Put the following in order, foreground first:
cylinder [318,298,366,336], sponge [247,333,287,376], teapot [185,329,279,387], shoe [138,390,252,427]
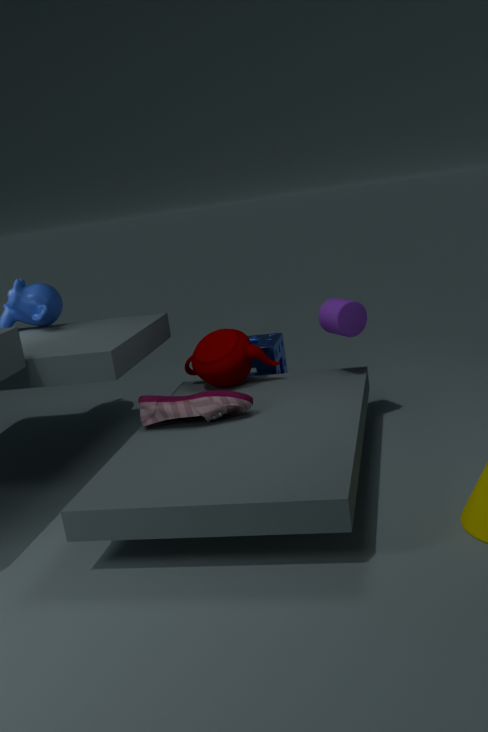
shoe [138,390,252,427] < cylinder [318,298,366,336] < teapot [185,329,279,387] < sponge [247,333,287,376]
